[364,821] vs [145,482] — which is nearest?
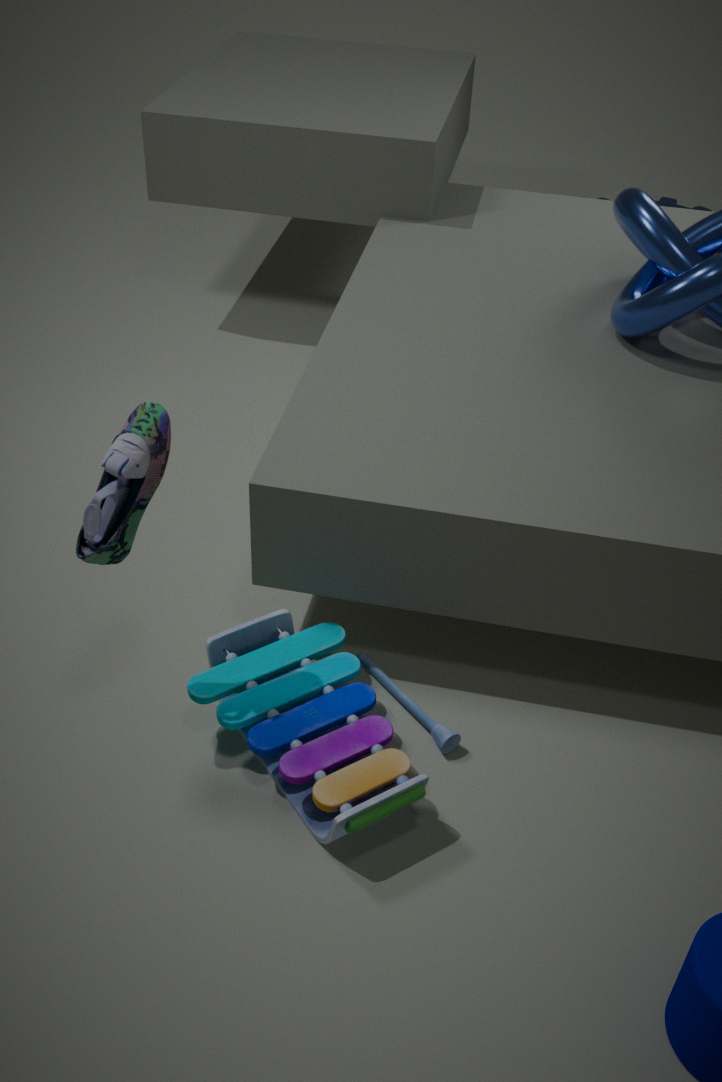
[145,482]
